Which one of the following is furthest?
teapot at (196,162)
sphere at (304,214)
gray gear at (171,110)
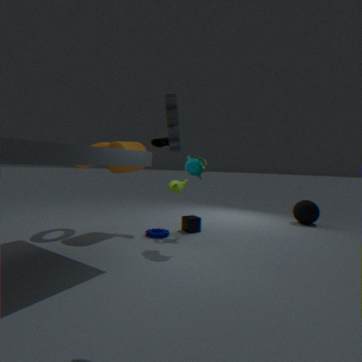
sphere at (304,214)
